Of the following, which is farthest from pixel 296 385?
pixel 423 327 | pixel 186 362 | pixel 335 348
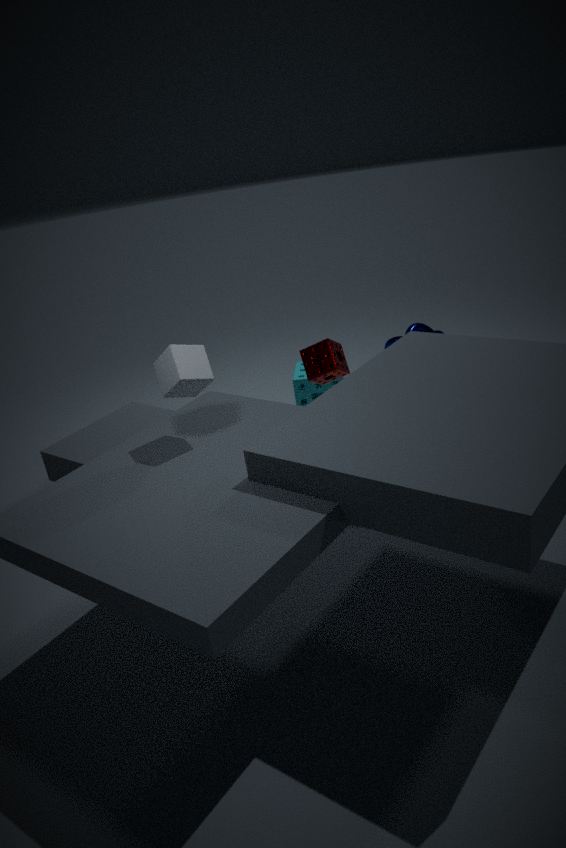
pixel 186 362
